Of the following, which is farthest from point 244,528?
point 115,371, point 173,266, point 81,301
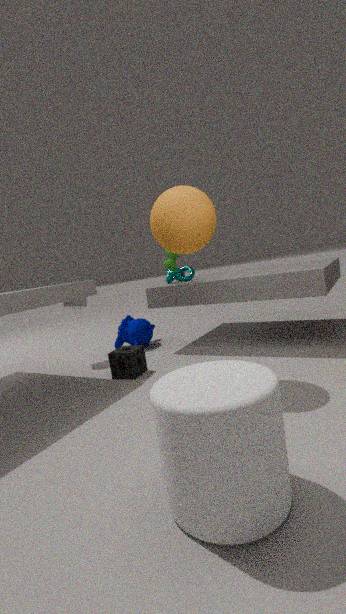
point 81,301
